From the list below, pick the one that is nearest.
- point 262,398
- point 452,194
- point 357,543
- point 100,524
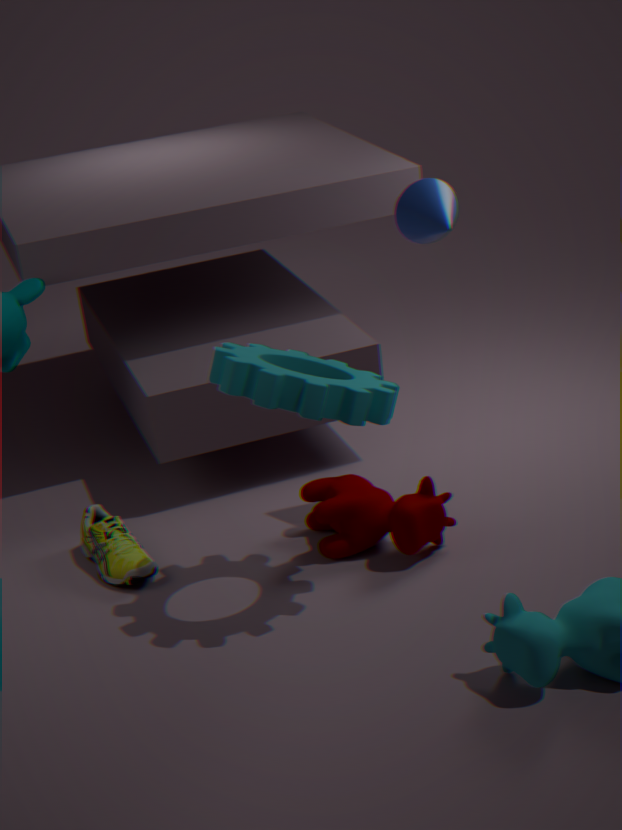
point 262,398
